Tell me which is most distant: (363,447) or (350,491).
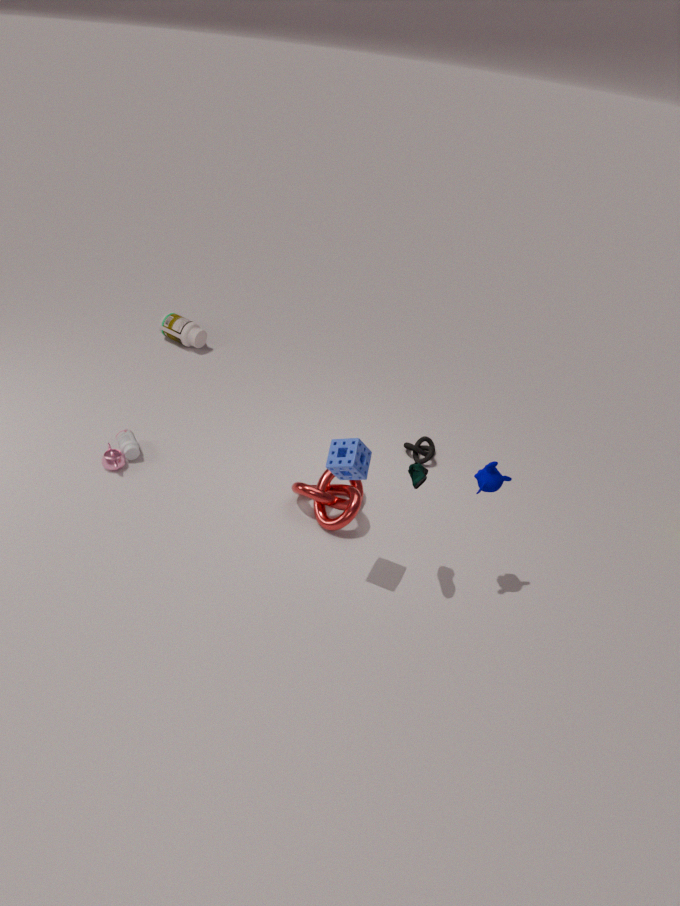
(350,491)
